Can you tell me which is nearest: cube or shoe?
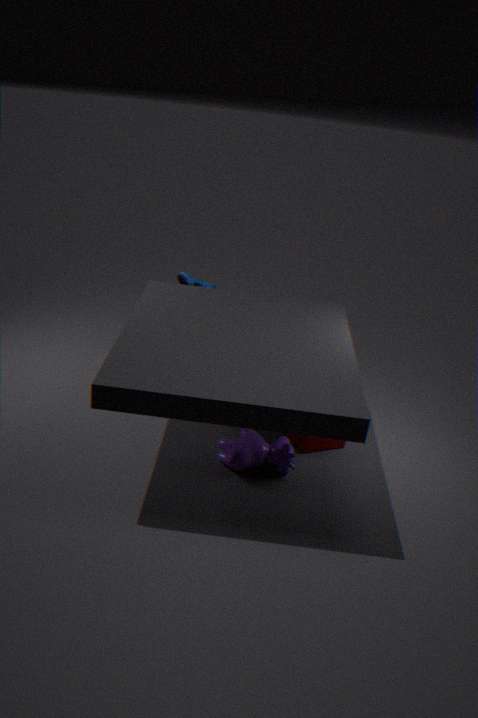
cube
